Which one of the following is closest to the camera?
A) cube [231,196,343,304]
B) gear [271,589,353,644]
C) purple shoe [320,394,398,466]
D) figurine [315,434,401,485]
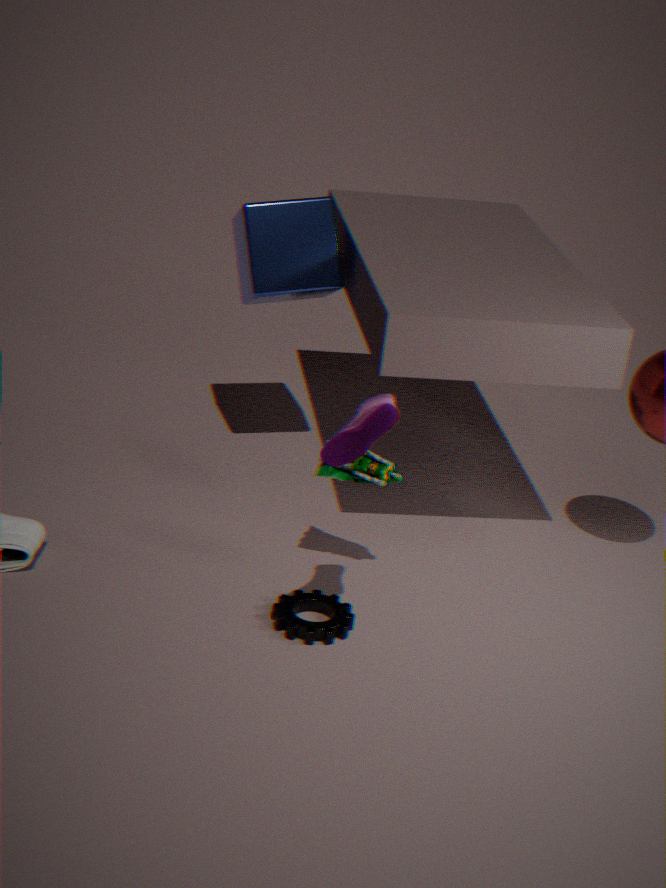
purple shoe [320,394,398,466]
